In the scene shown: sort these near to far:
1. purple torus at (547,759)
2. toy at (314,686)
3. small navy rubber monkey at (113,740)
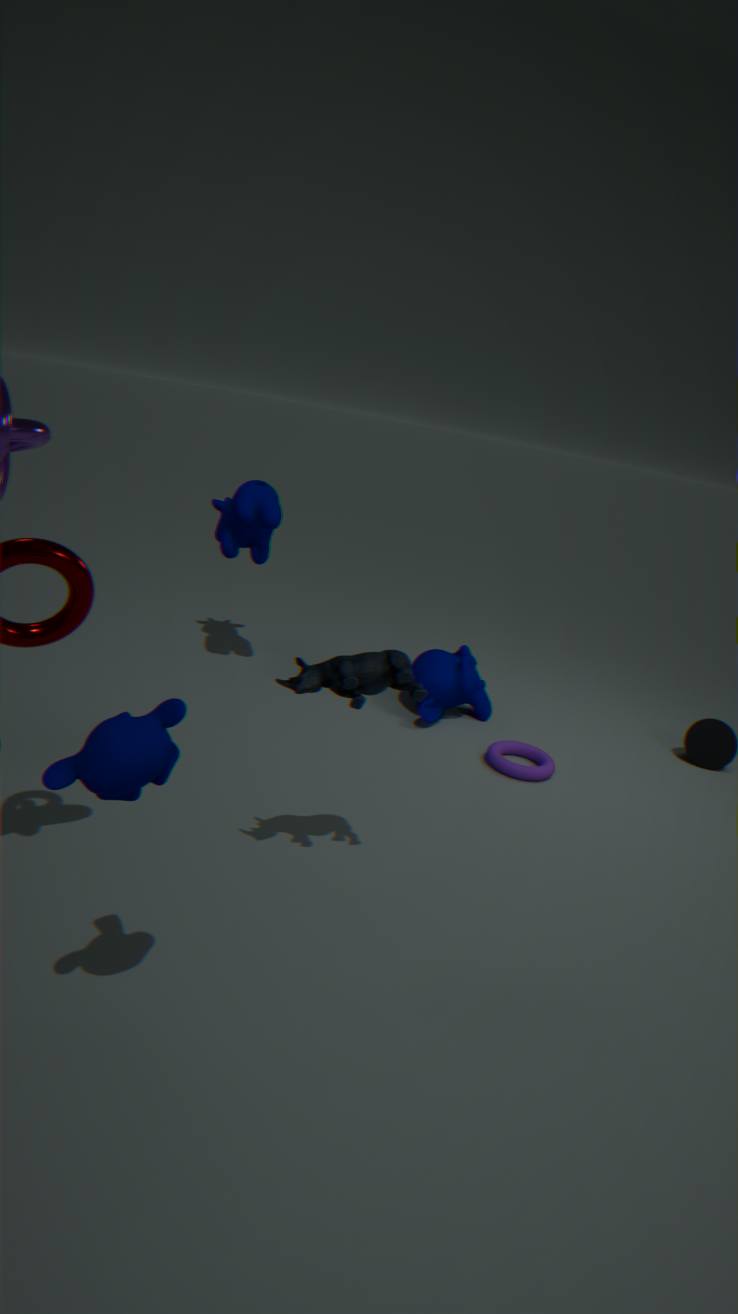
1. small navy rubber monkey at (113,740)
2. toy at (314,686)
3. purple torus at (547,759)
